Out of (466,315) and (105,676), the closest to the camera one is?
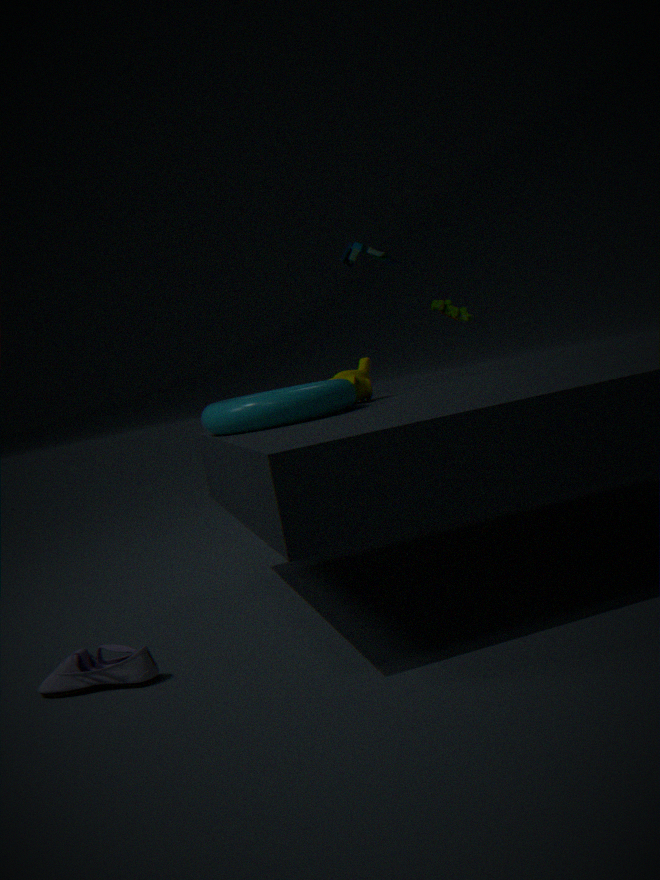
(105,676)
